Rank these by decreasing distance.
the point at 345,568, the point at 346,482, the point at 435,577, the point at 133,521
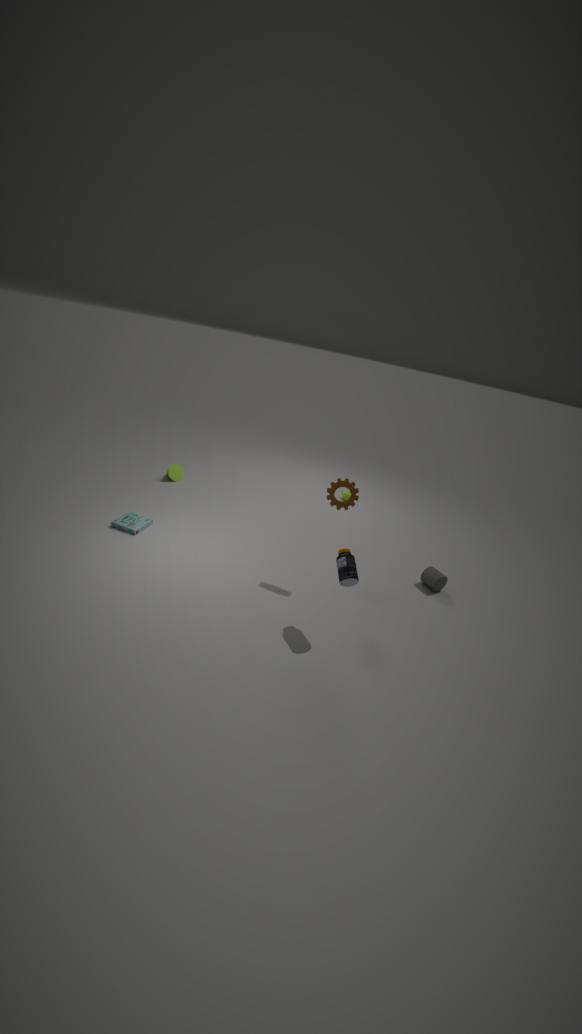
the point at 133,521 → the point at 435,577 → the point at 346,482 → the point at 345,568
